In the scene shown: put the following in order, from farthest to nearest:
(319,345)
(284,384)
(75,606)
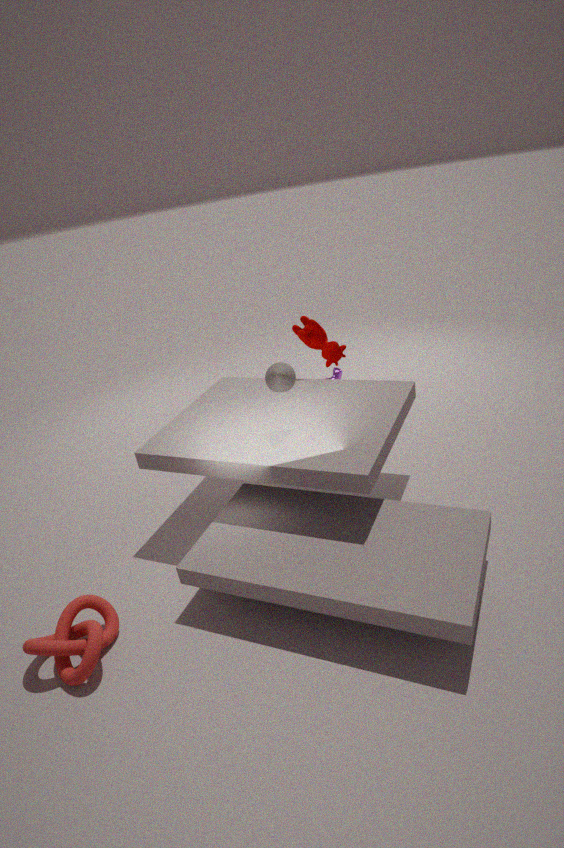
(319,345) < (284,384) < (75,606)
